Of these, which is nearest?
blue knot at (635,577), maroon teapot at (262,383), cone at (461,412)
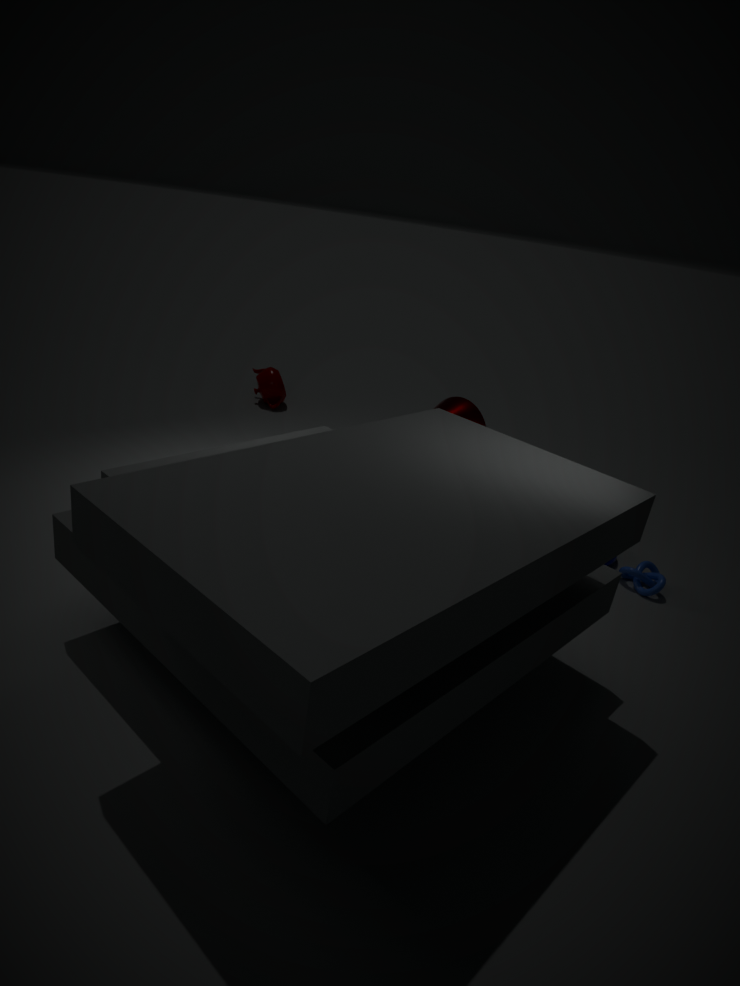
cone at (461,412)
